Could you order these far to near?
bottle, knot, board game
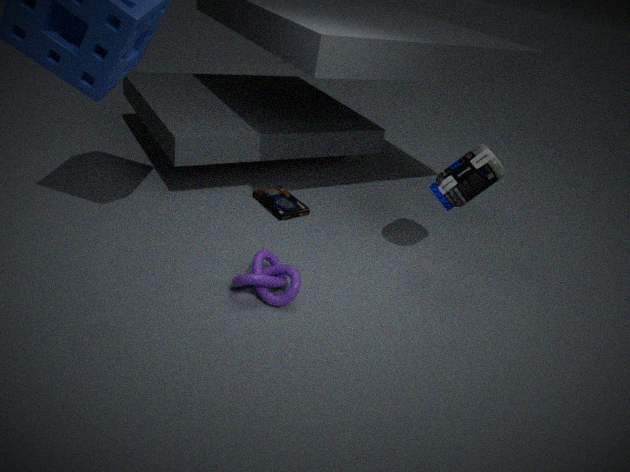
board game
bottle
knot
